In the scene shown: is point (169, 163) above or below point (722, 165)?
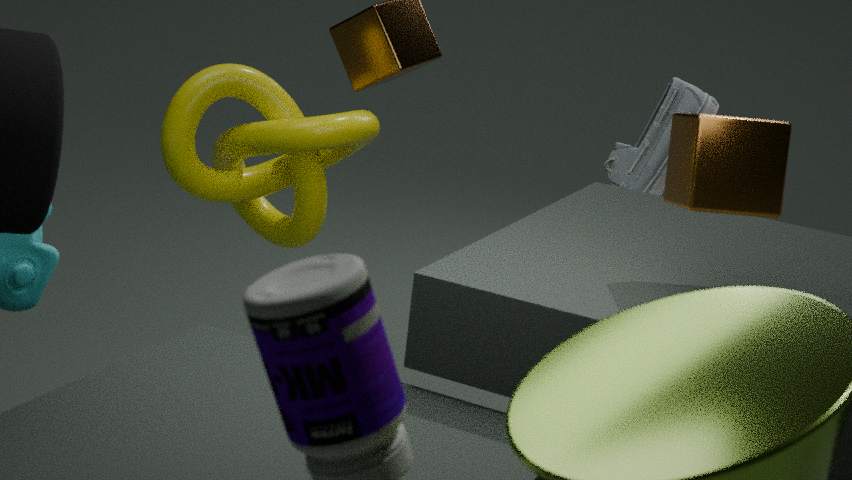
below
